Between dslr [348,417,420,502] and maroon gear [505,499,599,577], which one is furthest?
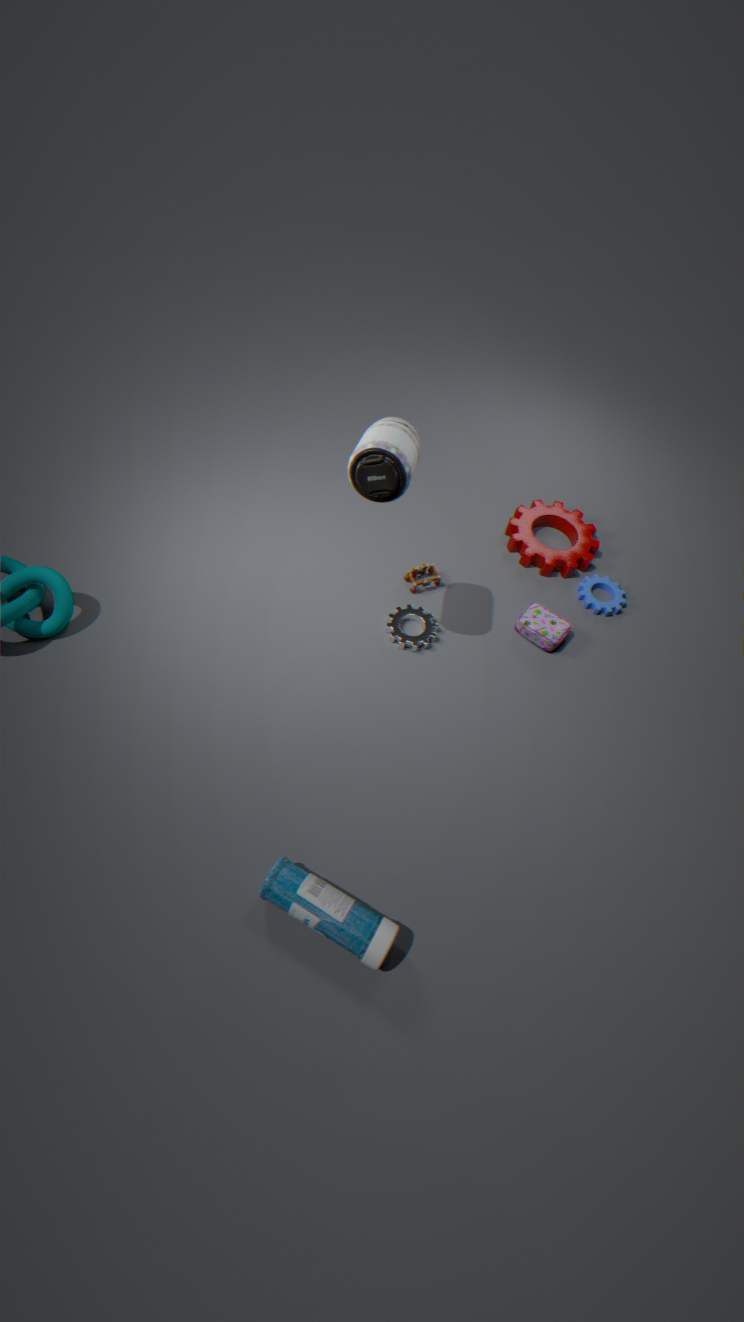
maroon gear [505,499,599,577]
